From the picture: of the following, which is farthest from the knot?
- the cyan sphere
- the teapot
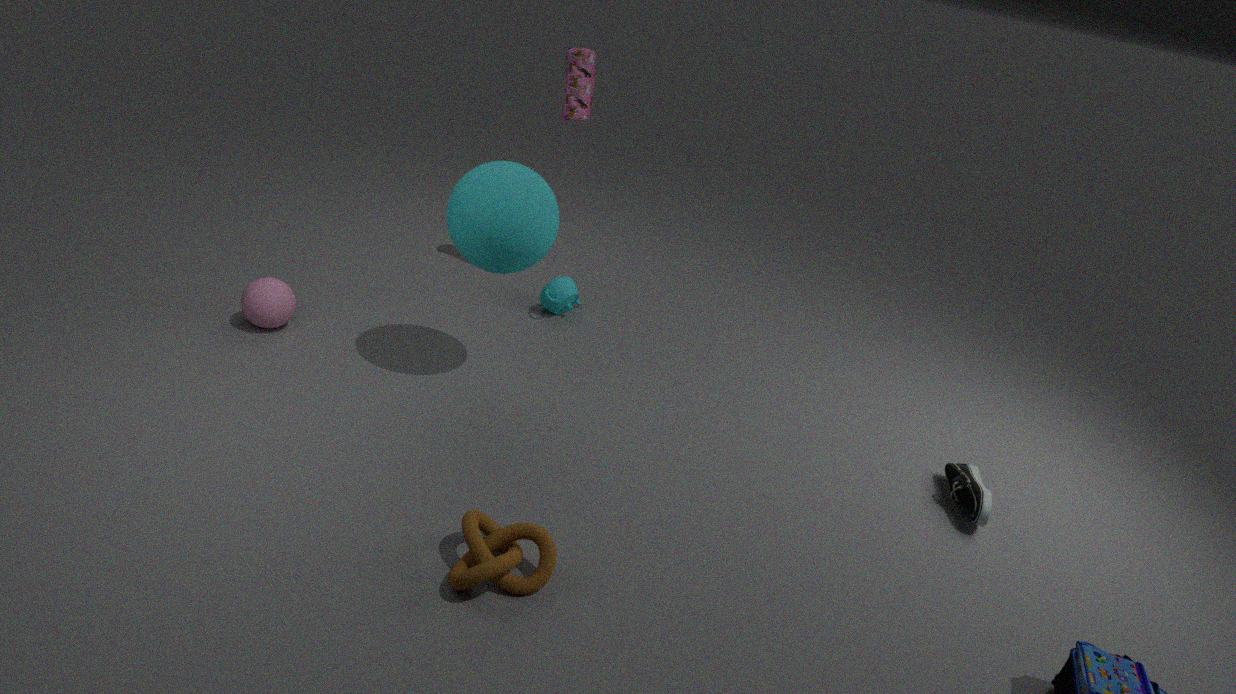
the teapot
